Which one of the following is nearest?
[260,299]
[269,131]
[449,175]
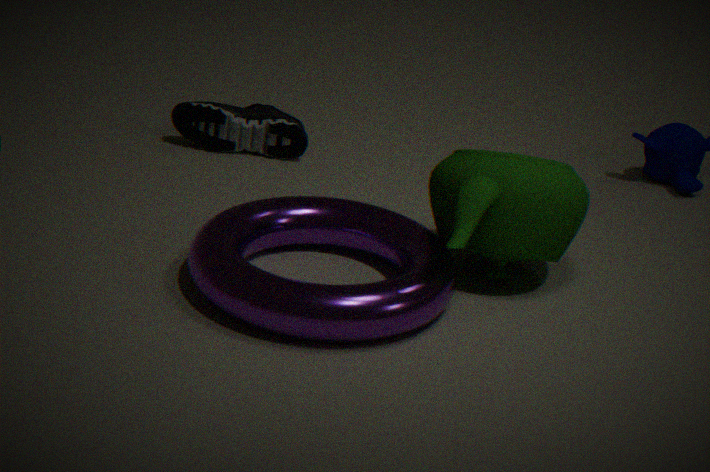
[260,299]
